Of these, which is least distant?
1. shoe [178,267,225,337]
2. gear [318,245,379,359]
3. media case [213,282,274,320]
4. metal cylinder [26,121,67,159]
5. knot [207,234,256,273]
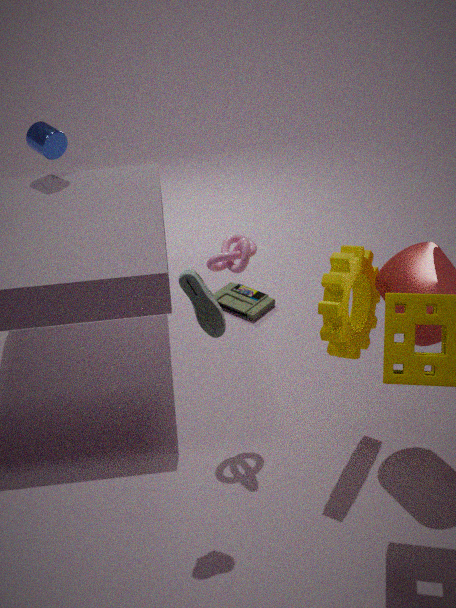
shoe [178,267,225,337]
